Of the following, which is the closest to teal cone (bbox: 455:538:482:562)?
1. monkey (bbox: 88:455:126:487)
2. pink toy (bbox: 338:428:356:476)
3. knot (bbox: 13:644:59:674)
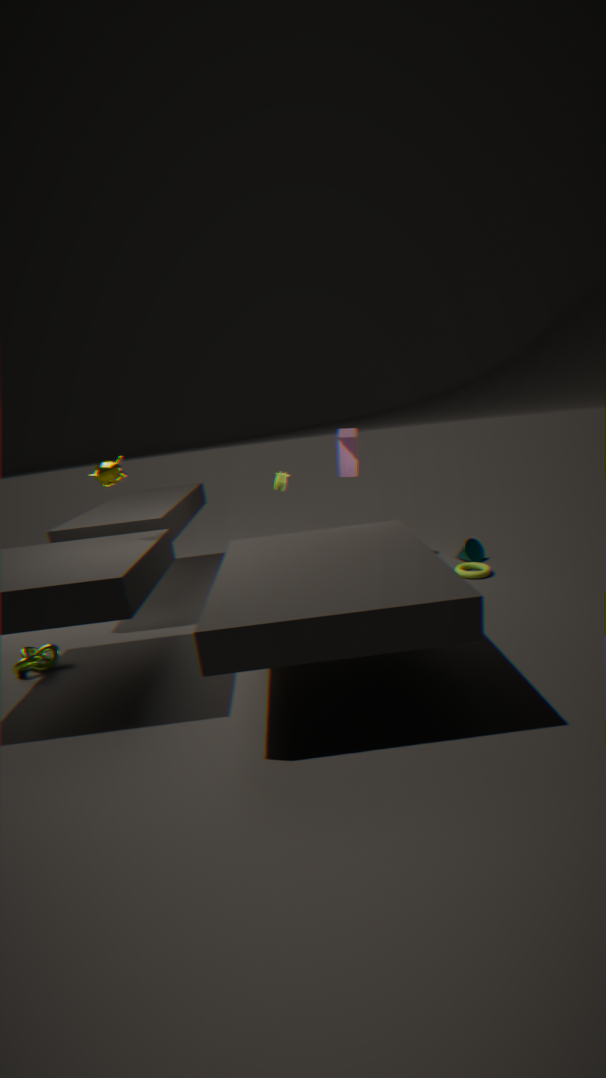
pink toy (bbox: 338:428:356:476)
